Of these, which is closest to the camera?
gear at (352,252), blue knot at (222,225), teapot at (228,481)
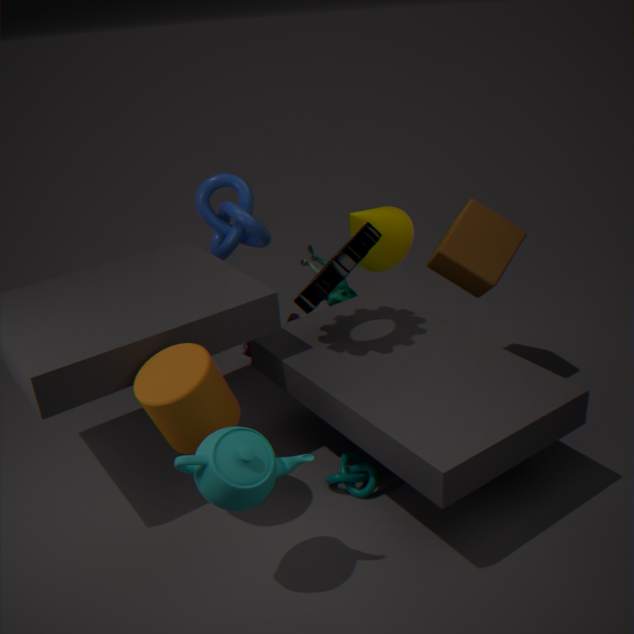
teapot at (228,481)
